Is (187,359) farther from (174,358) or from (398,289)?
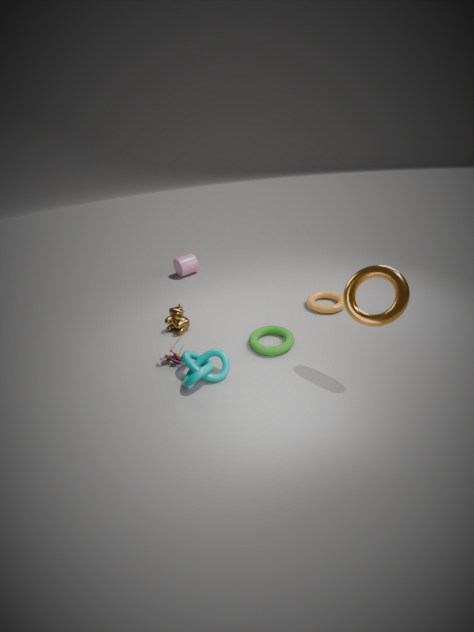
(398,289)
